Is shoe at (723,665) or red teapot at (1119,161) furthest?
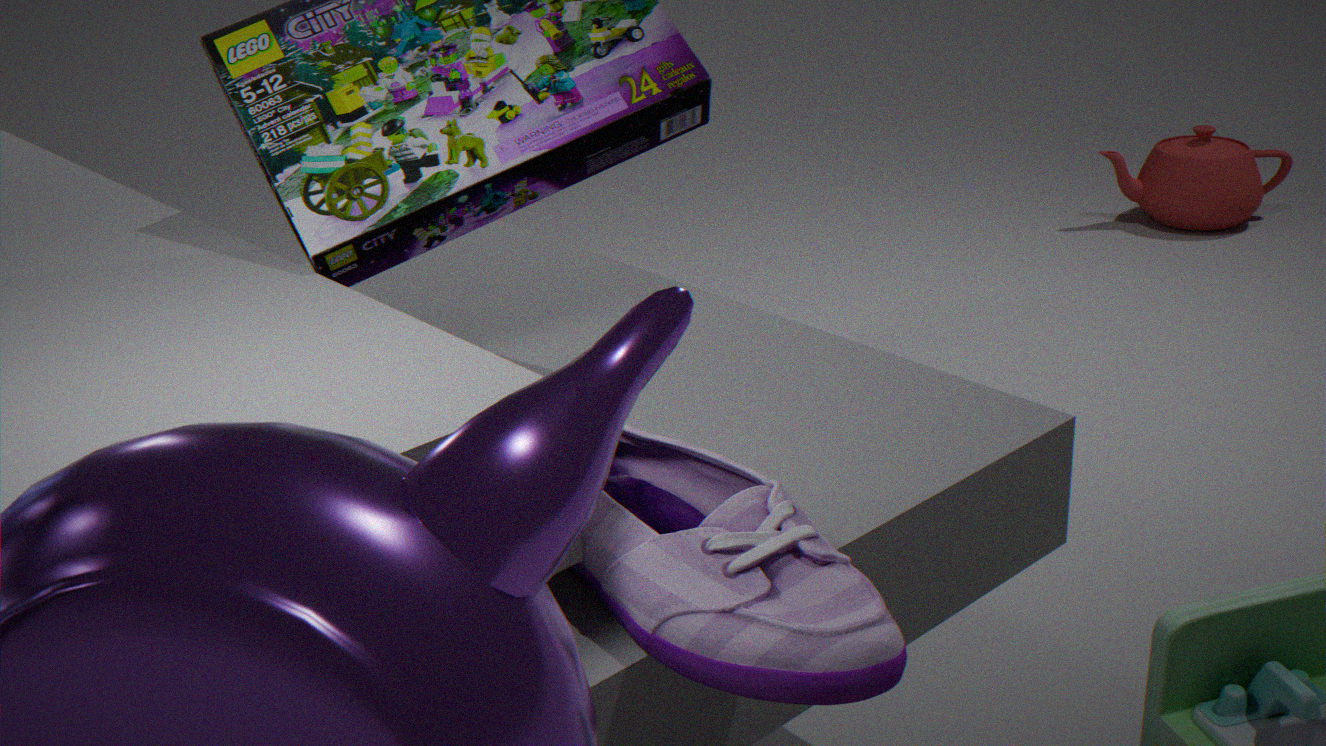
red teapot at (1119,161)
